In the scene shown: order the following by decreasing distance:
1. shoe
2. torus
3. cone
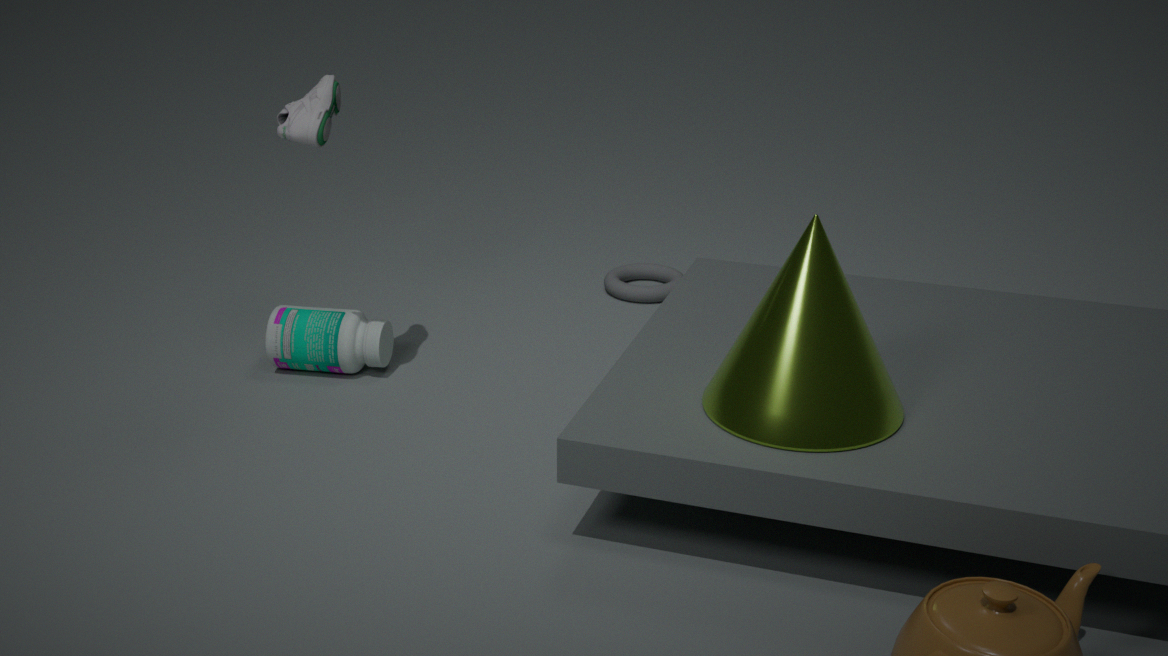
torus
shoe
cone
